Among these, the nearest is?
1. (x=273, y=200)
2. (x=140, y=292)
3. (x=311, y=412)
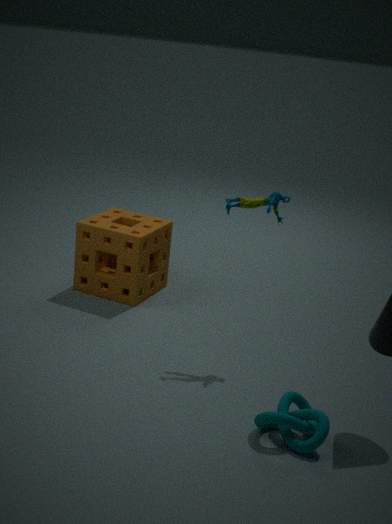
(x=311, y=412)
